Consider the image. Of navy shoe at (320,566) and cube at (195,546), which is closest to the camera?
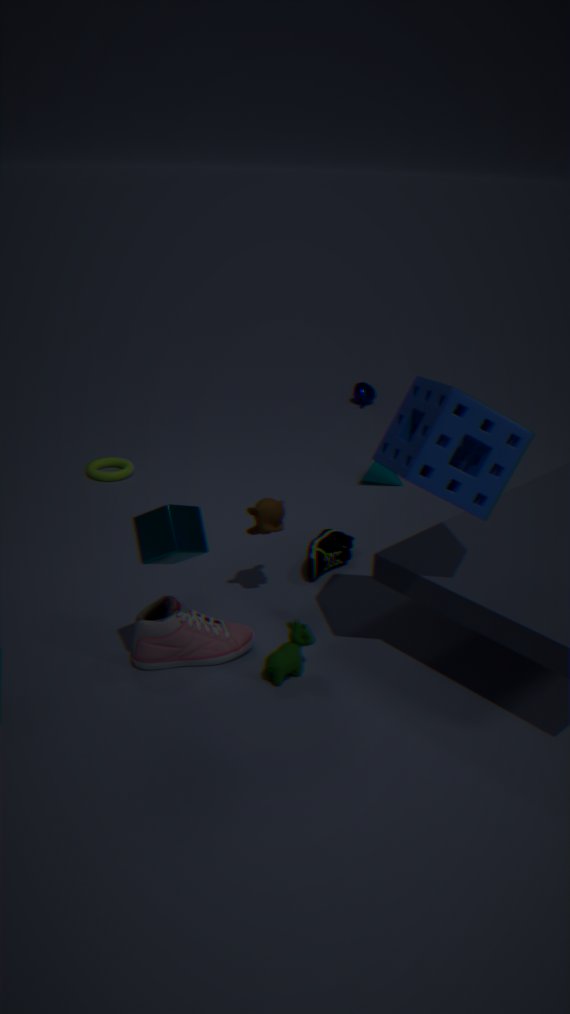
cube at (195,546)
